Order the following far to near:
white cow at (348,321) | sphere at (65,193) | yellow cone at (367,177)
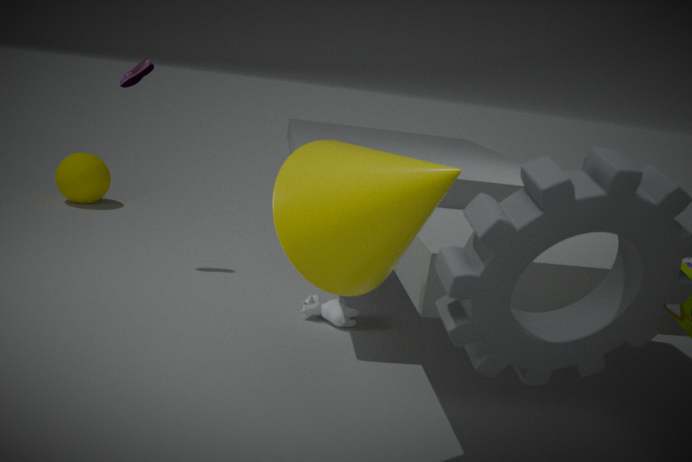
1. sphere at (65,193)
2. white cow at (348,321)
3. yellow cone at (367,177)
